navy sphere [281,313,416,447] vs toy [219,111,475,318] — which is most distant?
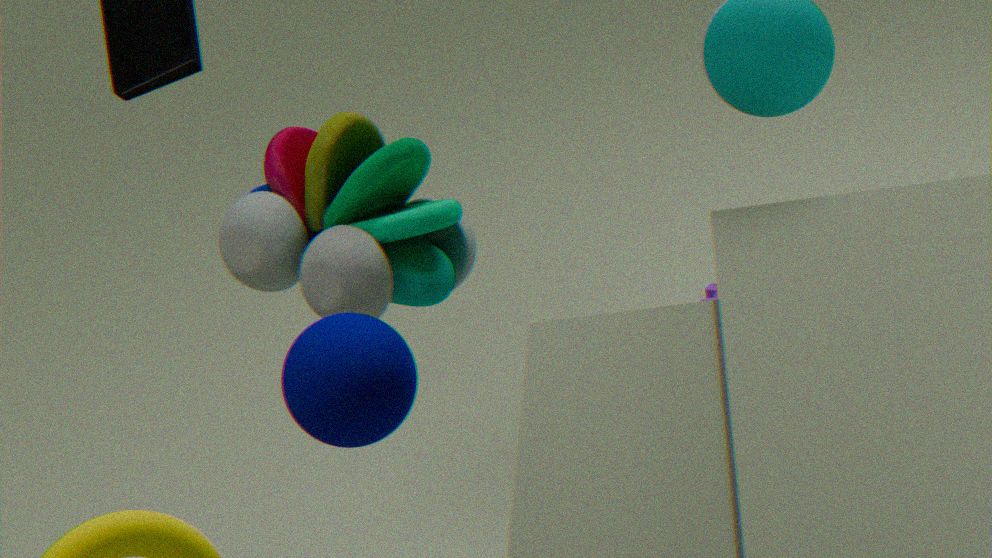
toy [219,111,475,318]
